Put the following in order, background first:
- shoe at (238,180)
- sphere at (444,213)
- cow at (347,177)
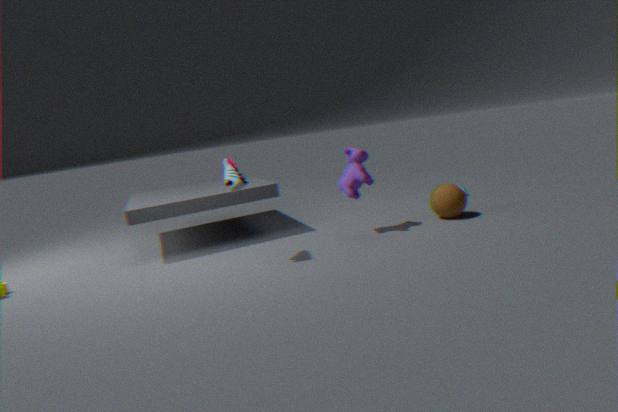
sphere at (444,213), cow at (347,177), shoe at (238,180)
